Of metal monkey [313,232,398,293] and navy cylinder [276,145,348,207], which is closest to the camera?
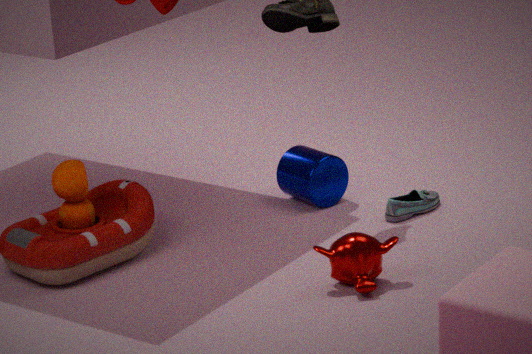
metal monkey [313,232,398,293]
